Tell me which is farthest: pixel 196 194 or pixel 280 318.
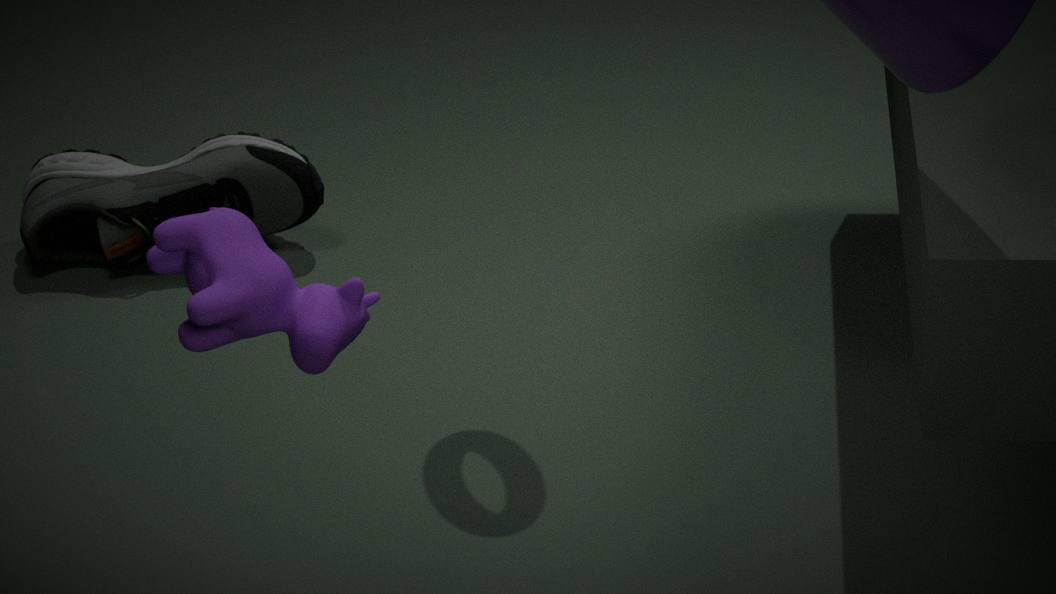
pixel 196 194
